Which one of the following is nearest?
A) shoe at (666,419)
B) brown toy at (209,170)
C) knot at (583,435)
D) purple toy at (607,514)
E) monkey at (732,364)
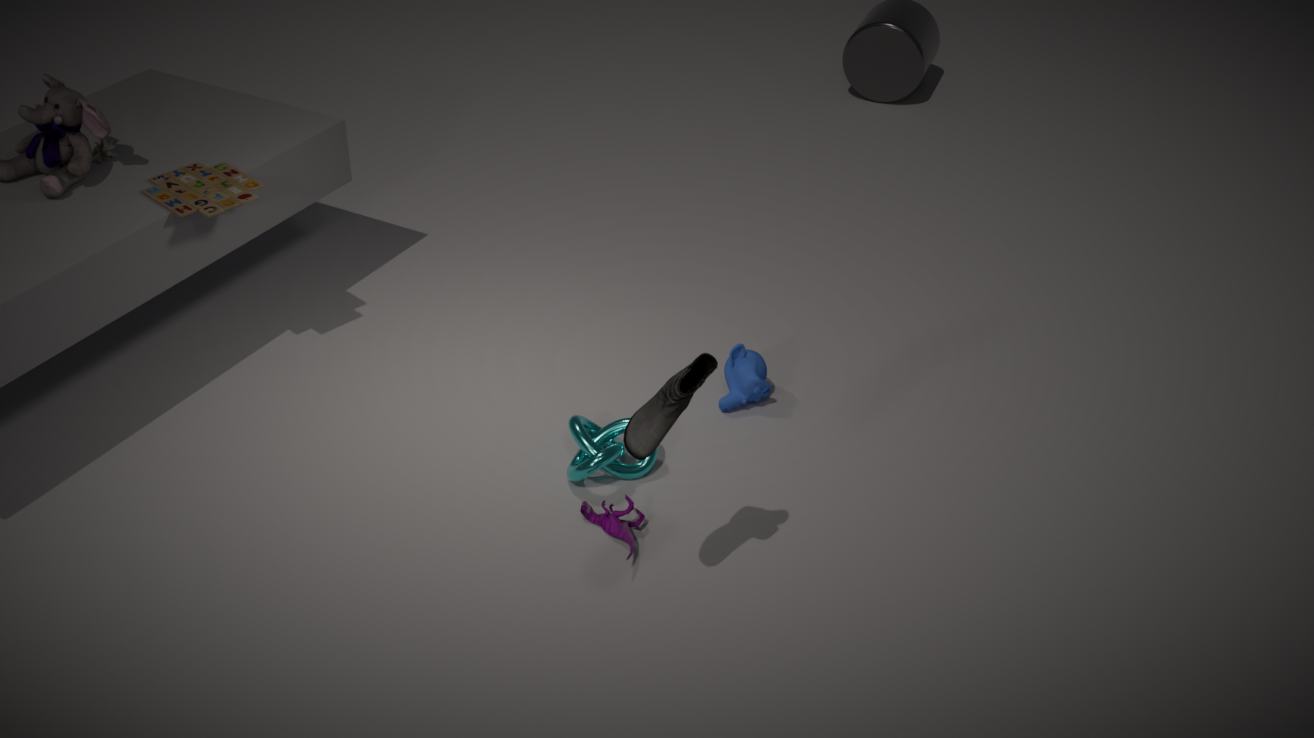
shoe at (666,419)
